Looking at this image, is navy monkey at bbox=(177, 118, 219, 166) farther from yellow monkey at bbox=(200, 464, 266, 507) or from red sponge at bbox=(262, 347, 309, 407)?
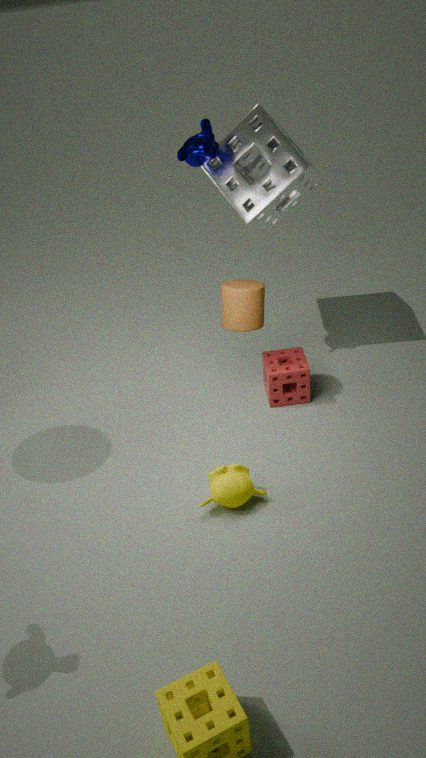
yellow monkey at bbox=(200, 464, 266, 507)
